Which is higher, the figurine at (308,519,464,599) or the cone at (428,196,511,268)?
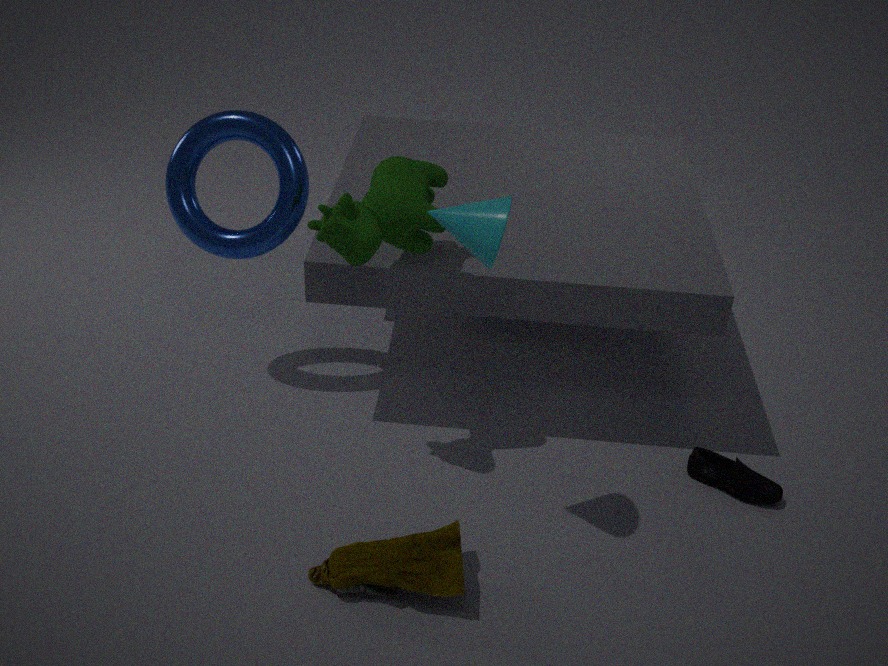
the cone at (428,196,511,268)
